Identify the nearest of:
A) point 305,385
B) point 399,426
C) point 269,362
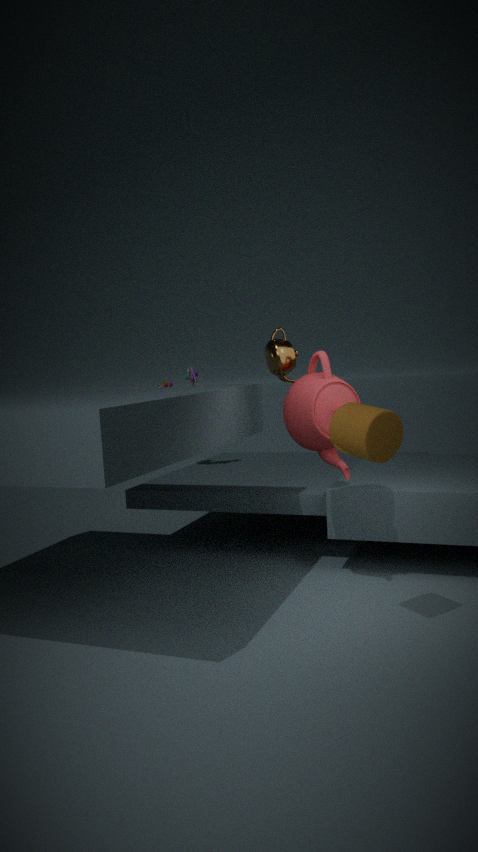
point 399,426
